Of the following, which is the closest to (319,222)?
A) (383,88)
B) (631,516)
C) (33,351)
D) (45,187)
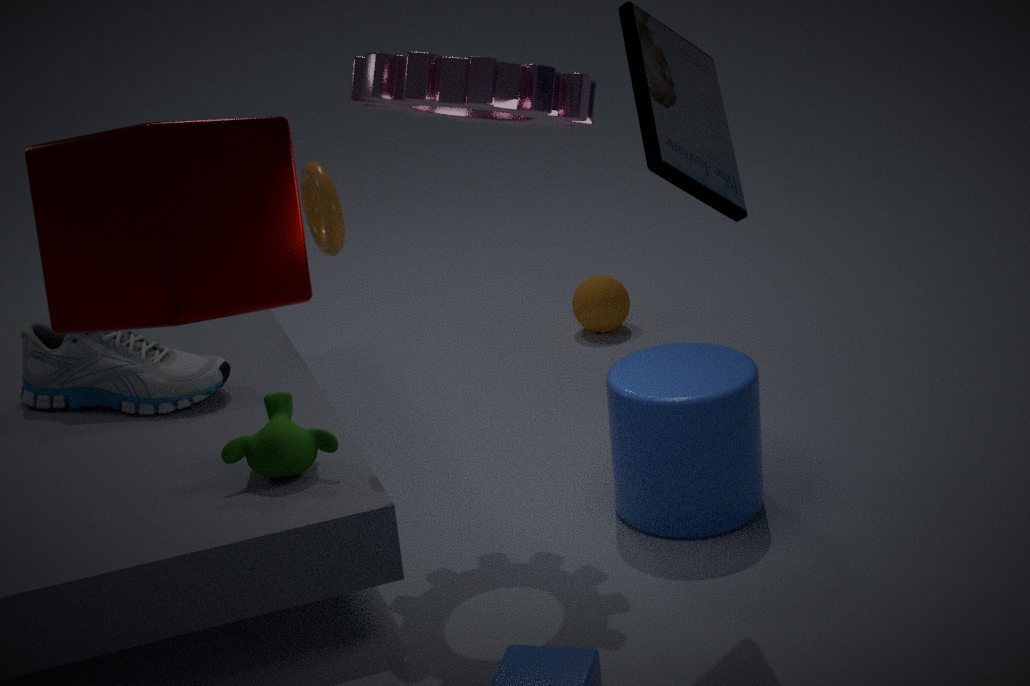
(33,351)
